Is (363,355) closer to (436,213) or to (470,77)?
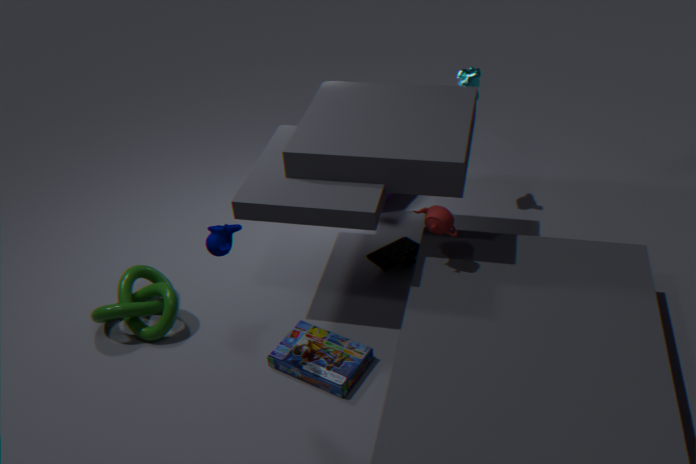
(436,213)
